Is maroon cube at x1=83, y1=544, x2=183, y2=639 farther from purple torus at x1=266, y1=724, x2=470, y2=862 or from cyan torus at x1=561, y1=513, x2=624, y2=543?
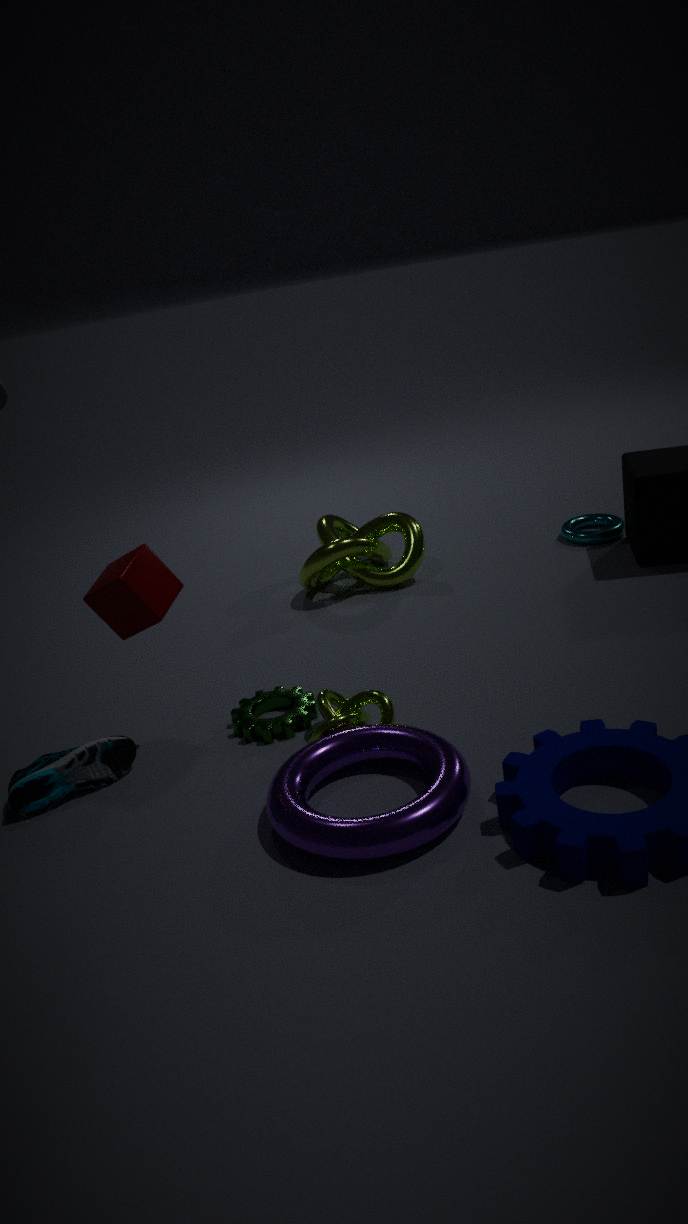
cyan torus at x1=561, y1=513, x2=624, y2=543
